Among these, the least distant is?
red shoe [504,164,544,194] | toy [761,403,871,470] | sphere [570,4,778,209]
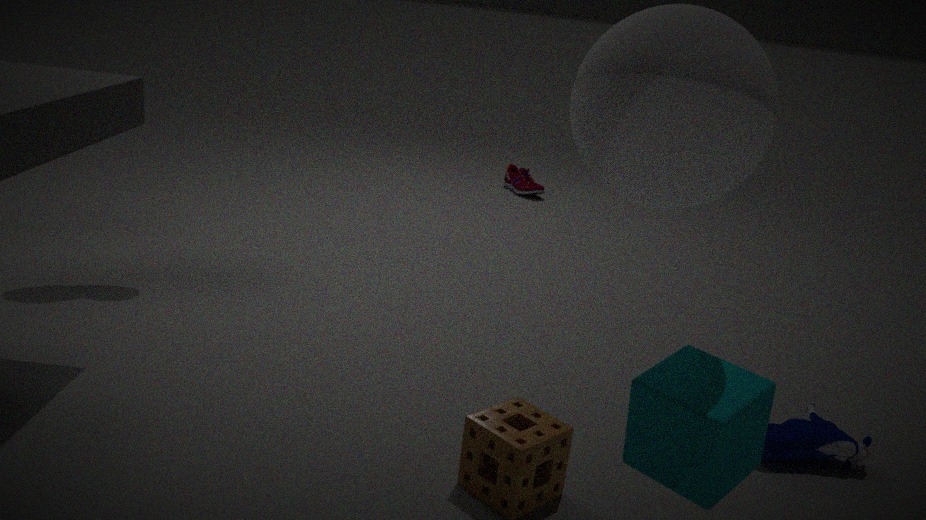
sphere [570,4,778,209]
